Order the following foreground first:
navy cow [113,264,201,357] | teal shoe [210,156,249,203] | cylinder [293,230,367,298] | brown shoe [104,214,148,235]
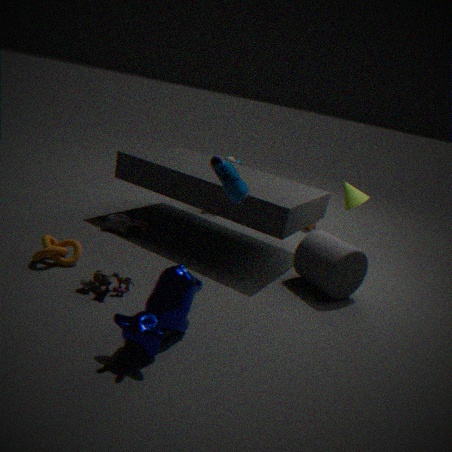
navy cow [113,264,201,357] < teal shoe [210,156,249,203] < cylinder [293,230,367,298] < brown shoe [104,214,148,235]
